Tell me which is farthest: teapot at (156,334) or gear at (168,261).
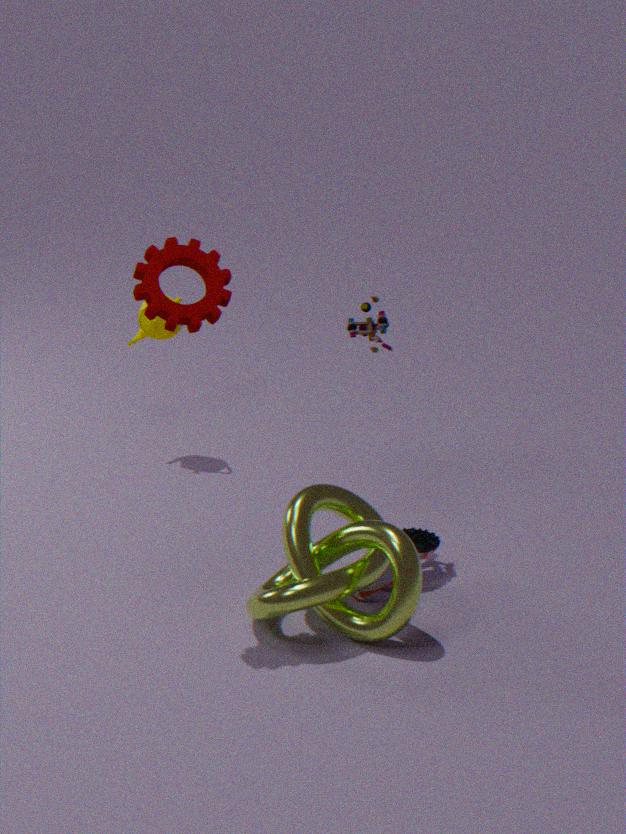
teapot at (156,334)
